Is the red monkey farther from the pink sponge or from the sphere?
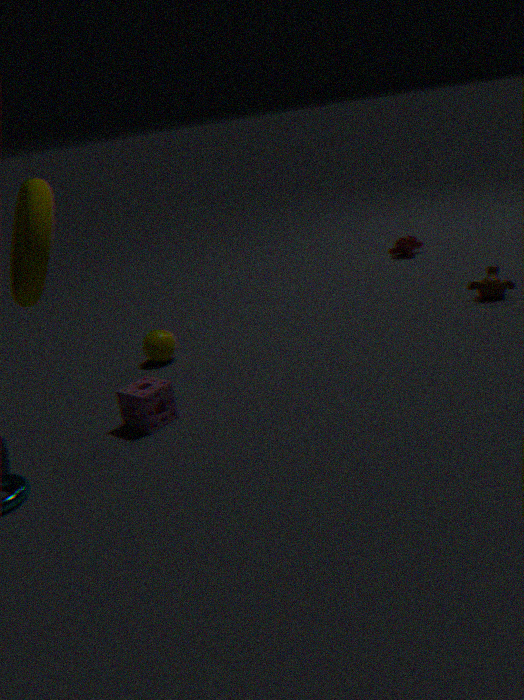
the pink sponge
